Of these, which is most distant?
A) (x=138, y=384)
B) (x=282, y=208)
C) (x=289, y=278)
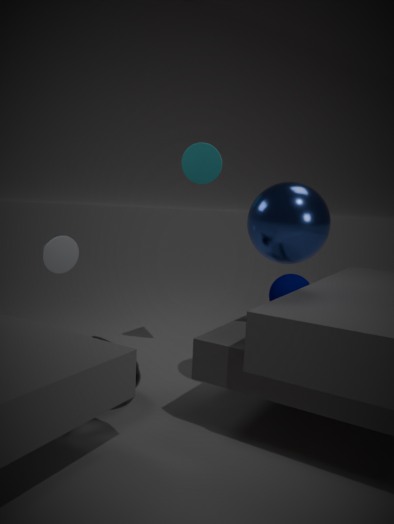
(x=289, y=278)
